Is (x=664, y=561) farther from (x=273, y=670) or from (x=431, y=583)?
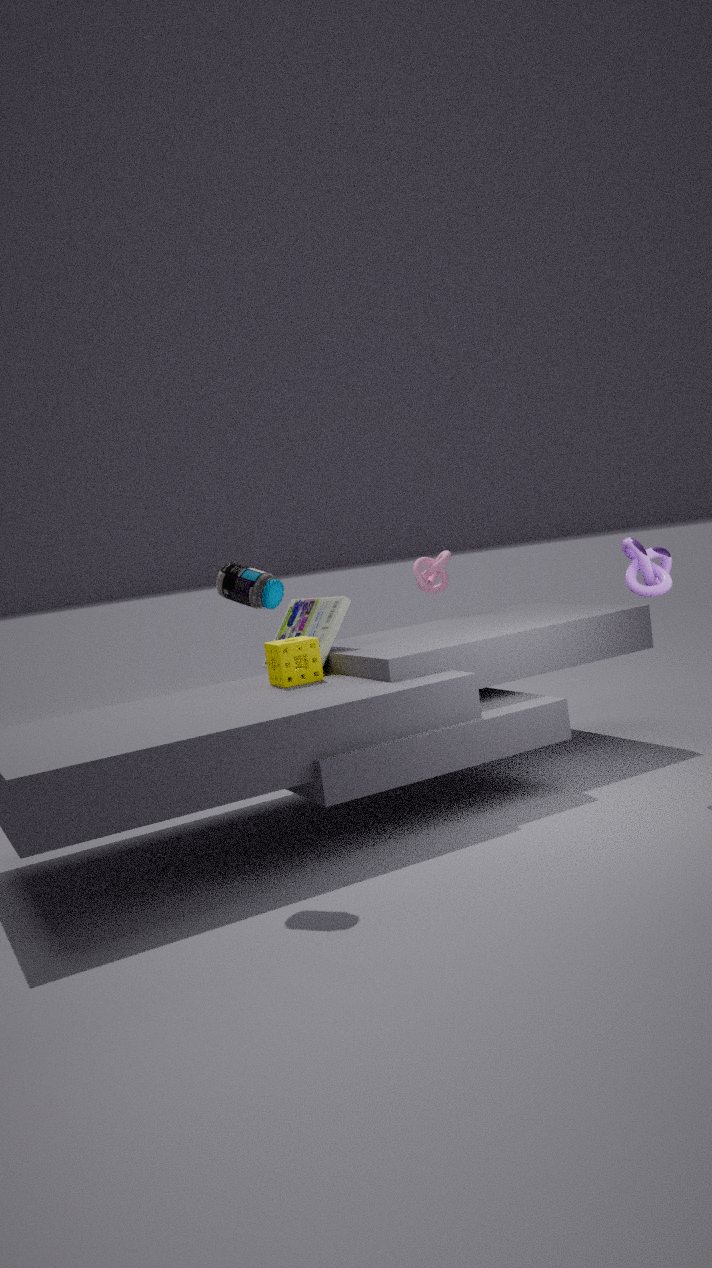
(x=431, y=583)
